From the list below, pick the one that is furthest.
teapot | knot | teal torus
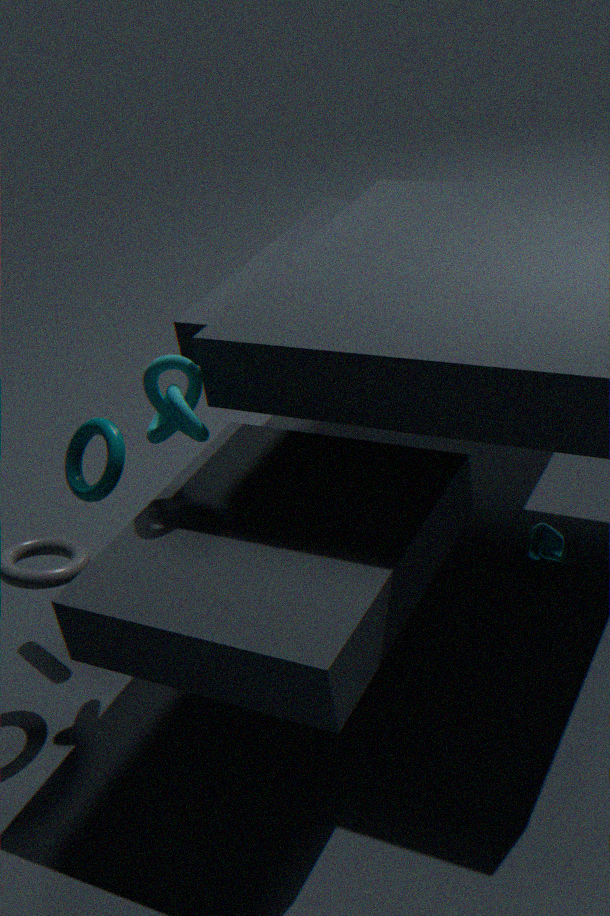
teapot
